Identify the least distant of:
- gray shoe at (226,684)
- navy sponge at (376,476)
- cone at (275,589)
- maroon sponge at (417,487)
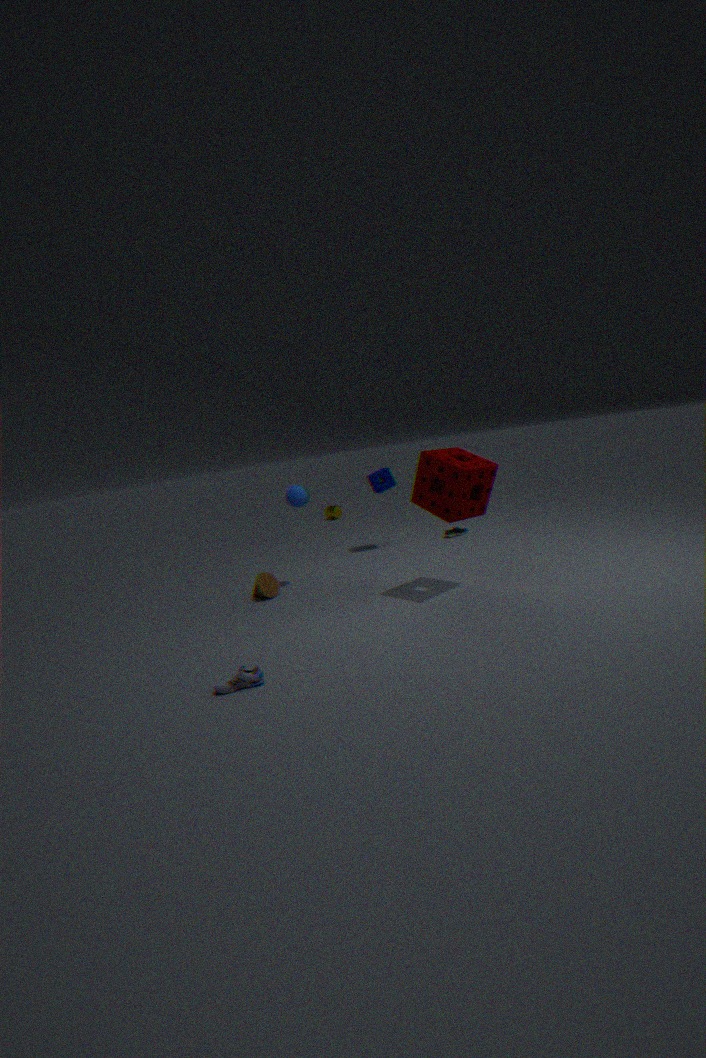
gray shoe at (226,684)
